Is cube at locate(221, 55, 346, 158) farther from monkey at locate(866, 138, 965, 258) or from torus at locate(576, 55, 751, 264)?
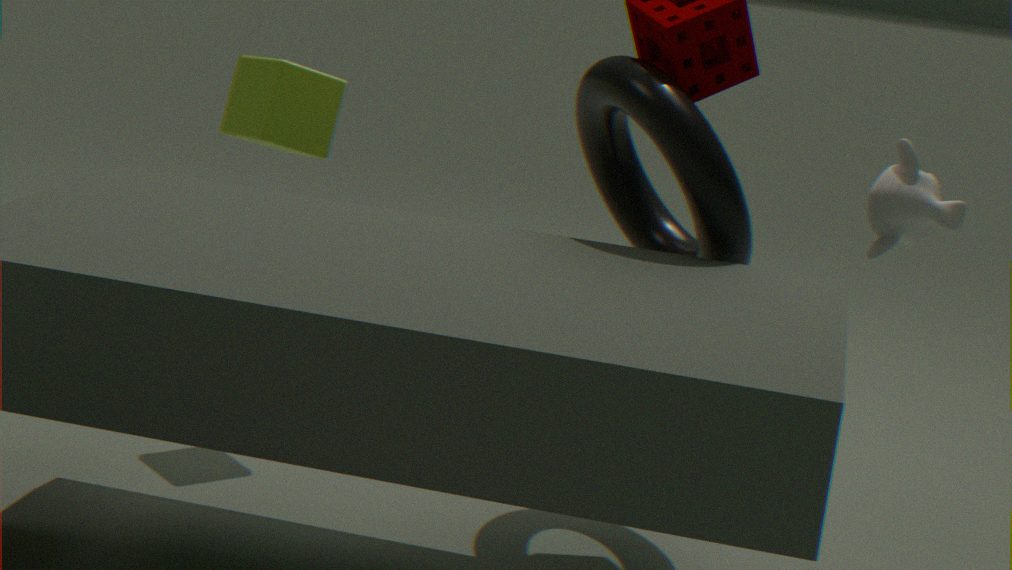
monkey at locate(866, 138, 965, 258)
